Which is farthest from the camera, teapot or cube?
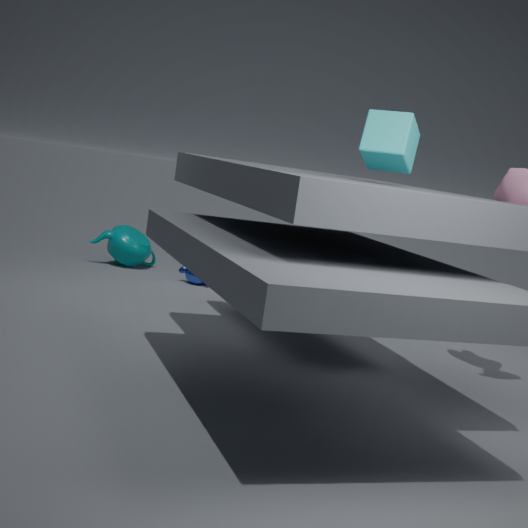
teapot
